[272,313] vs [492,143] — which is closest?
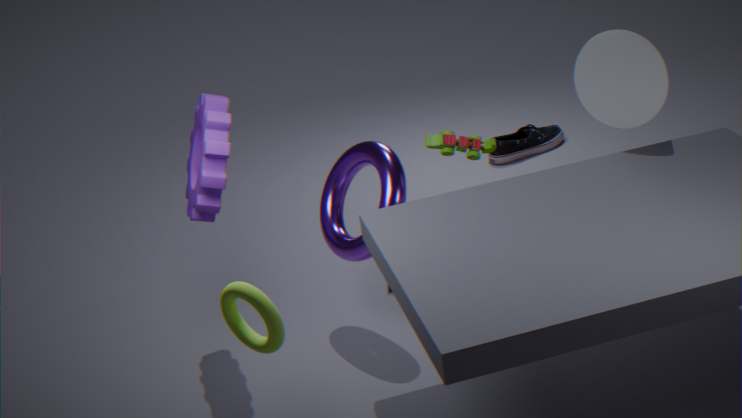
[272,313]
